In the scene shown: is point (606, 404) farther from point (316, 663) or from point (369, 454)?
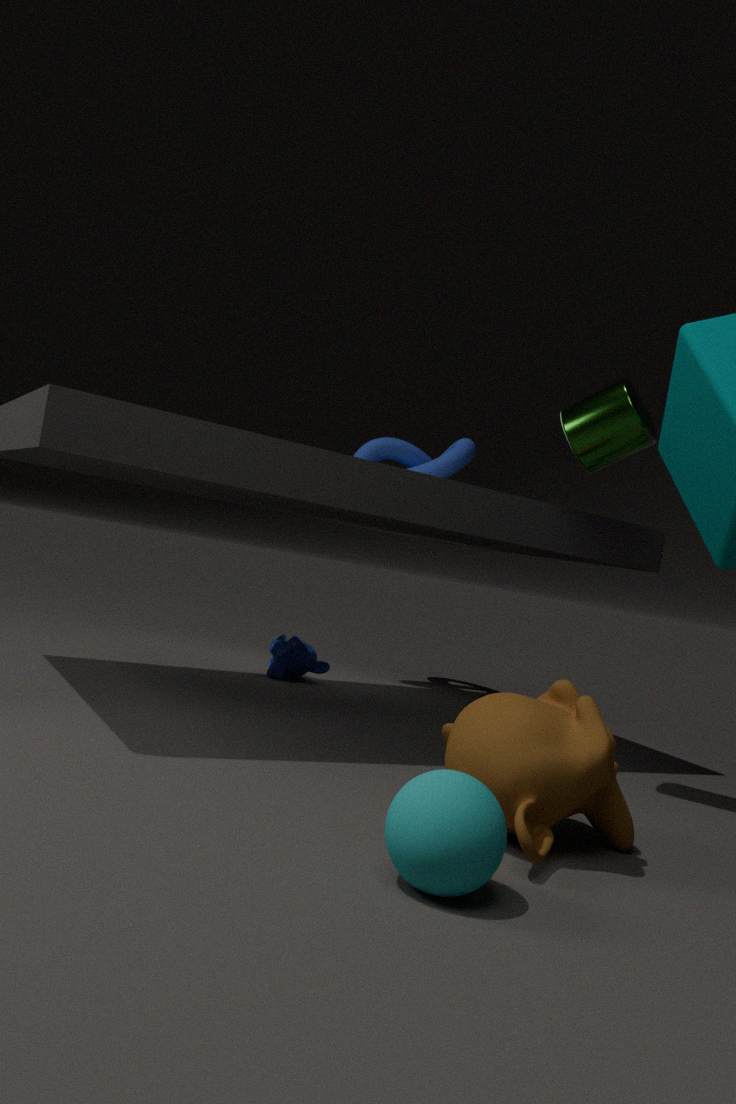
point (316, 663)
